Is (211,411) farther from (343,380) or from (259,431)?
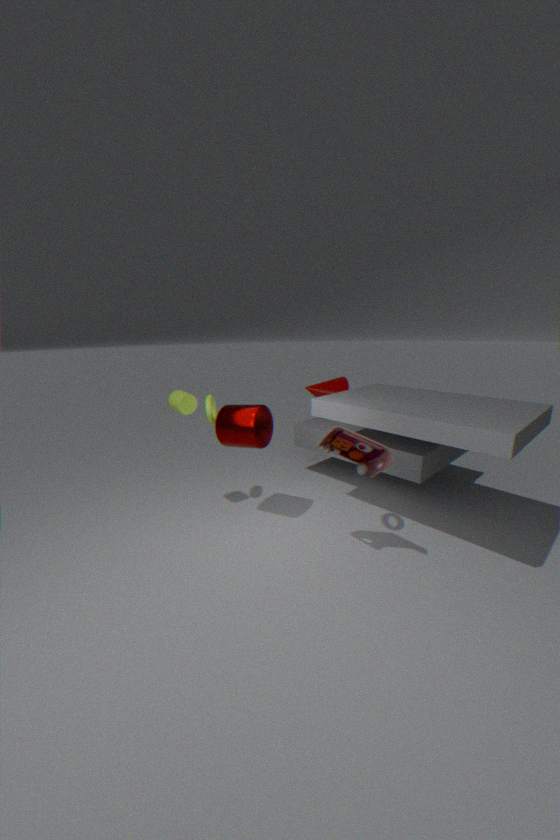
(343,380)
